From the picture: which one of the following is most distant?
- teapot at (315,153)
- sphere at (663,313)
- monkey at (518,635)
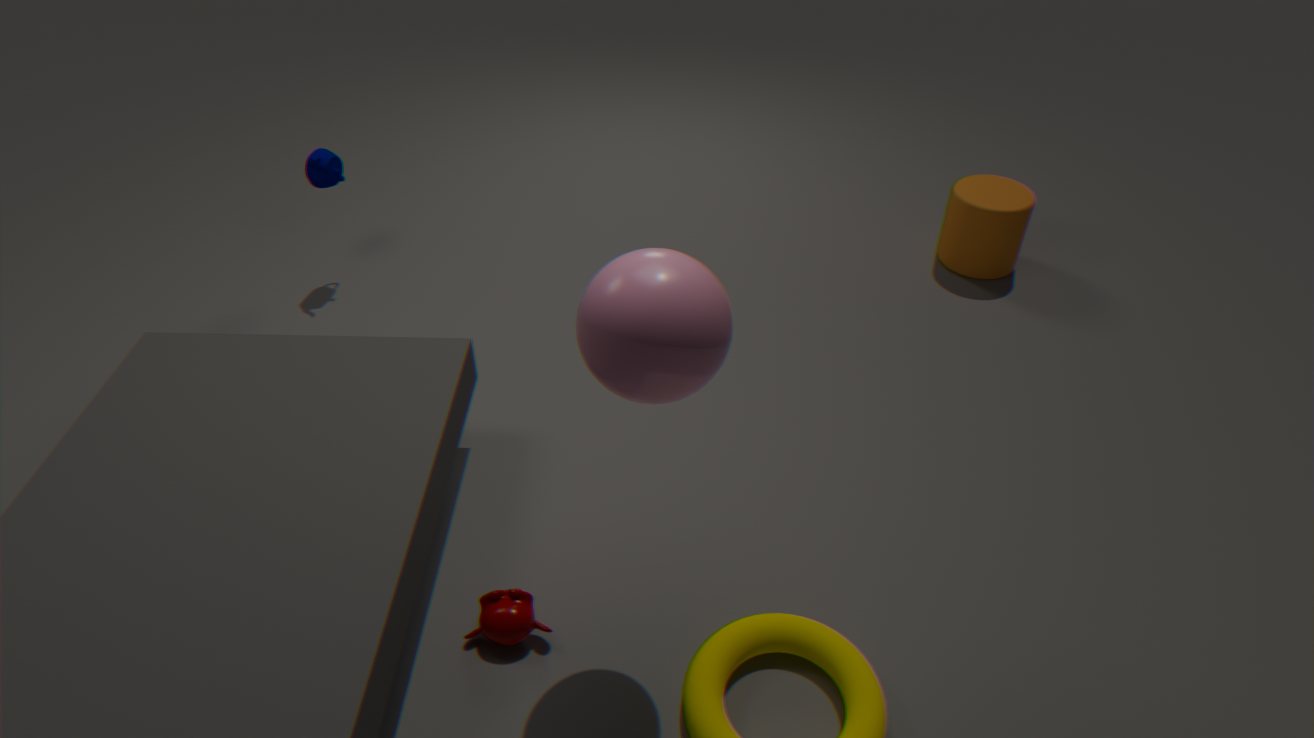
teapot at (315,153)
